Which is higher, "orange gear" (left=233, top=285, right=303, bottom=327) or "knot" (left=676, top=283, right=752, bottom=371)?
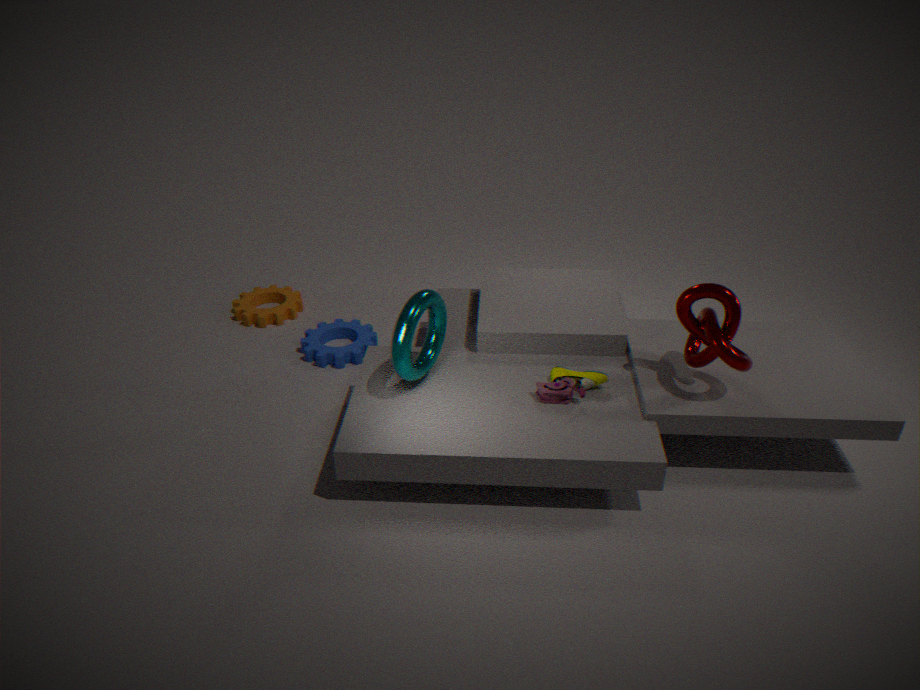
"knot" (left=676, top=283, right=752, bottom=371)
